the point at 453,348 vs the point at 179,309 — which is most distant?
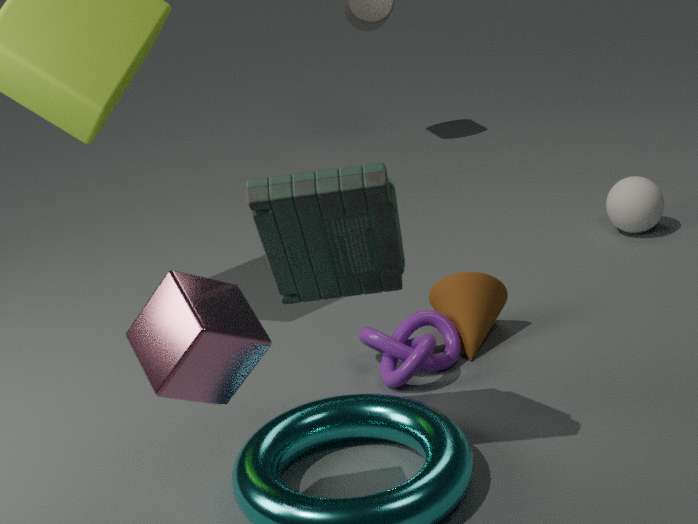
the point at 453,348
